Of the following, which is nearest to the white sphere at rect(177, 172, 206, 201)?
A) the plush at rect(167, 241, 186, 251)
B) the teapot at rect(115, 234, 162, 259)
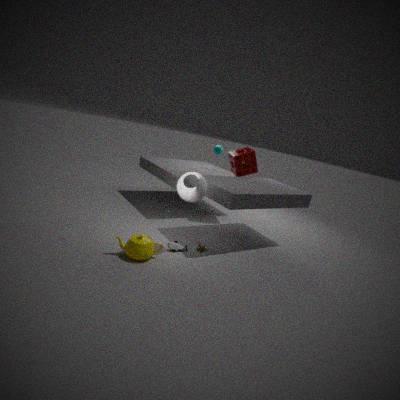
the plush at rect(167, 241, 186, 251)
